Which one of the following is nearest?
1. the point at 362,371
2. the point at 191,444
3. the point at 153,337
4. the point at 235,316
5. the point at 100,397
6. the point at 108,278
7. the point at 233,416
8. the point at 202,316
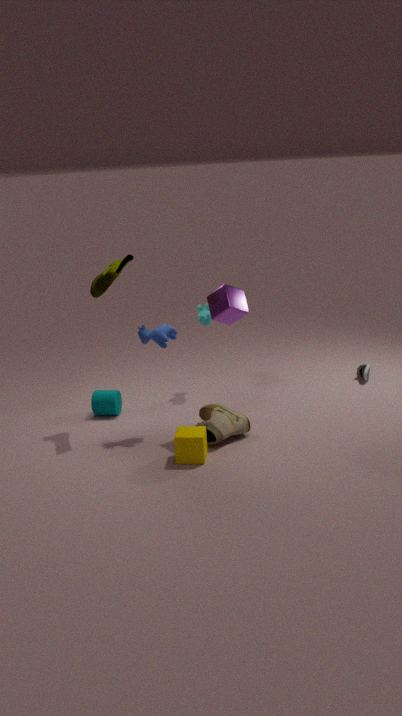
the point at 191,444
